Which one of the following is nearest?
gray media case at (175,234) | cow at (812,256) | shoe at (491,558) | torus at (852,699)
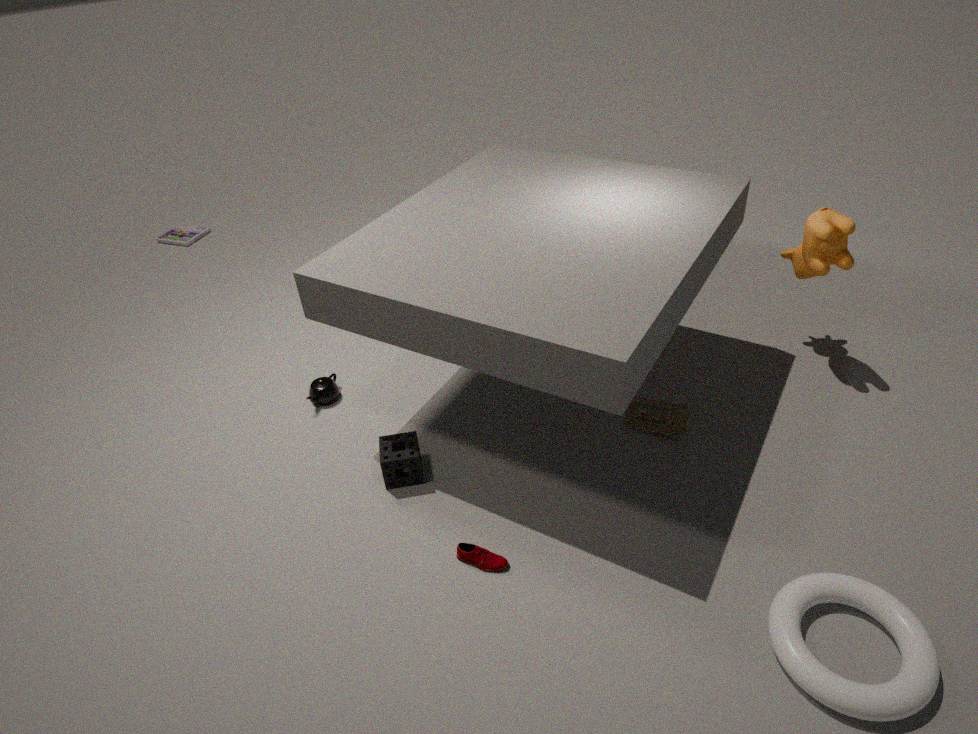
torus at (852,699)
